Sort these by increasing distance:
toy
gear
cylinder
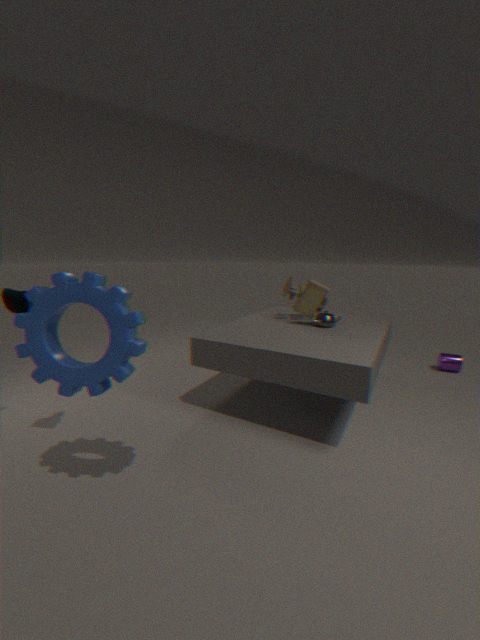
gear → toy → cylinder
